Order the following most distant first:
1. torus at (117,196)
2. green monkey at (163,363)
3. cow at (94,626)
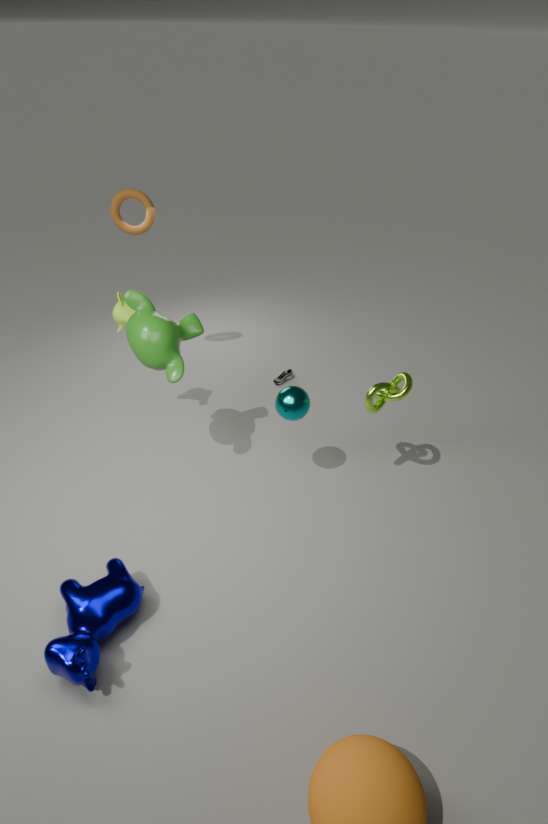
torus at (117,196), green monkey at (163,363), cow at (94,626)
